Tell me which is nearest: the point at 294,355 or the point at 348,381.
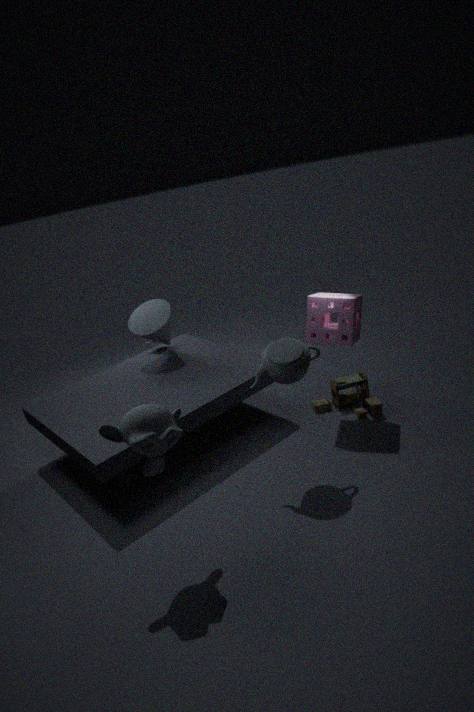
the point at 294,355
